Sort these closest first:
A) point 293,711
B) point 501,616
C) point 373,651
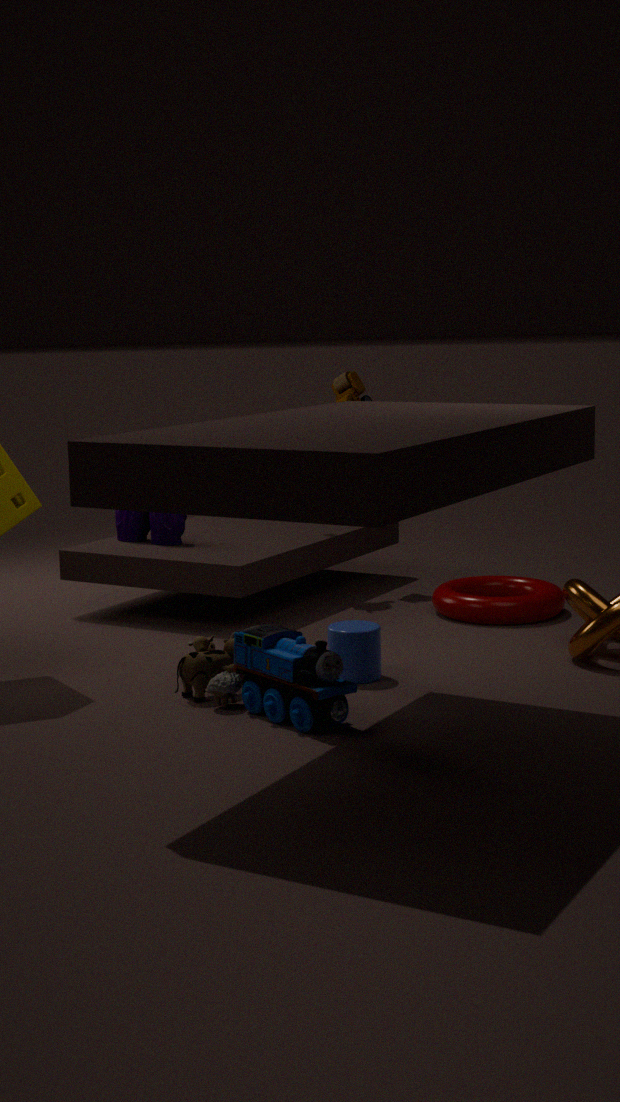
point 293,711
point 373,651
point 501,616
